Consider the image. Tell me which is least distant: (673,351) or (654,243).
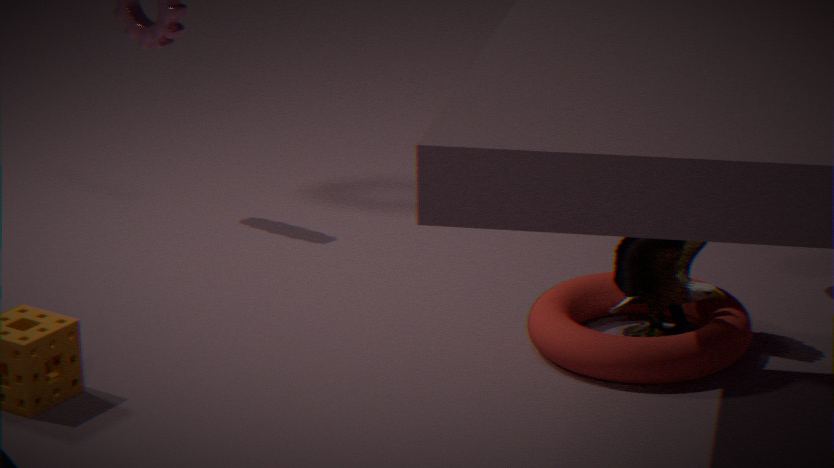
(673,351)
